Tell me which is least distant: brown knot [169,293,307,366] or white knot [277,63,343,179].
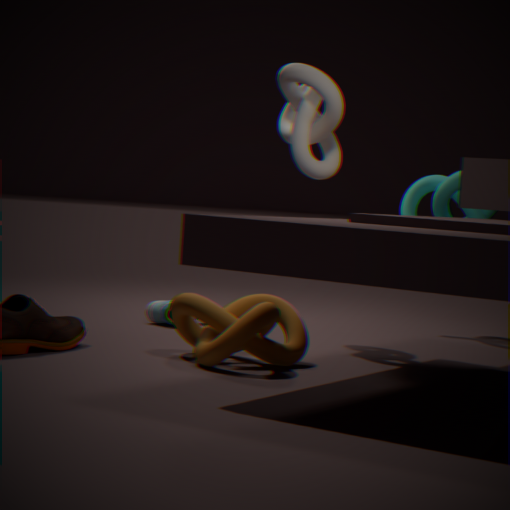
brown knot [169,293,307,366]
